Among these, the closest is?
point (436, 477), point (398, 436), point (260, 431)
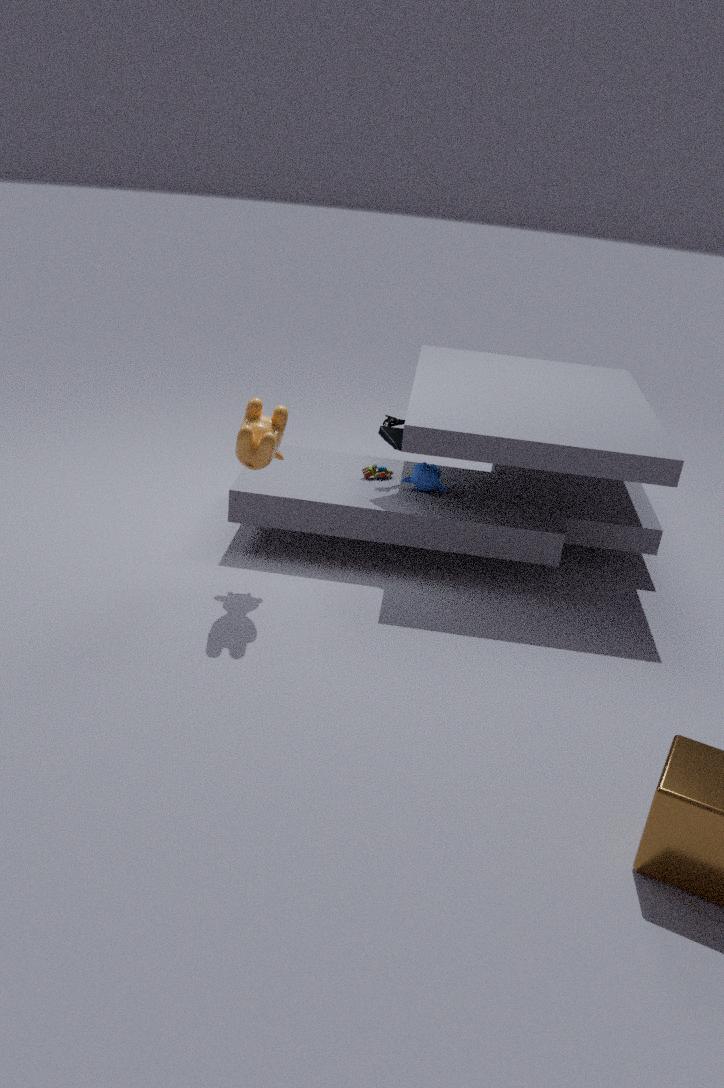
point (260, 431)
